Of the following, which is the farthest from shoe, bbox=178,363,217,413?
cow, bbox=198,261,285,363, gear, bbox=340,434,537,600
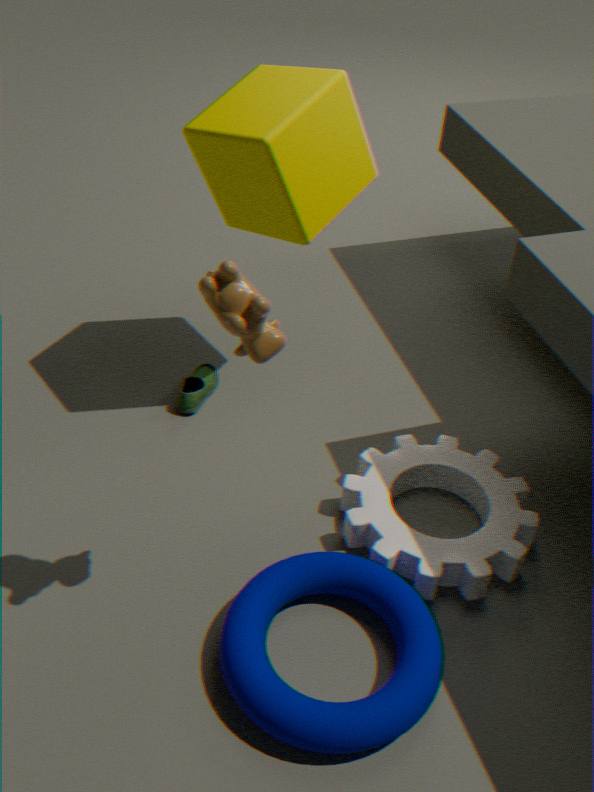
cow, bbox=198,261,285,363
